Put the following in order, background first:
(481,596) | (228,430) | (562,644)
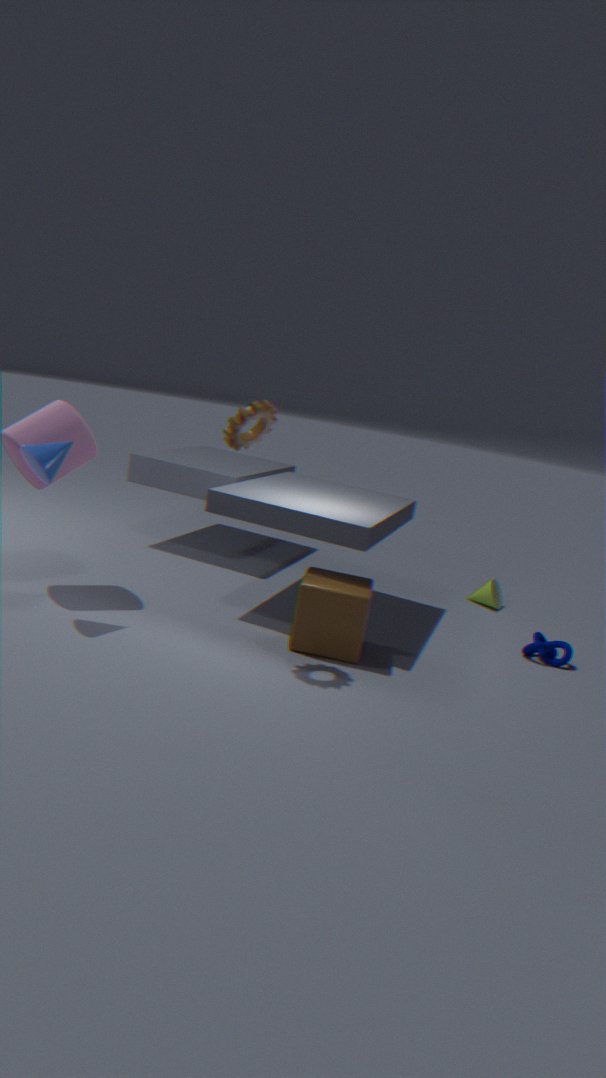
(481,596) → (562,644) → (228,430)
